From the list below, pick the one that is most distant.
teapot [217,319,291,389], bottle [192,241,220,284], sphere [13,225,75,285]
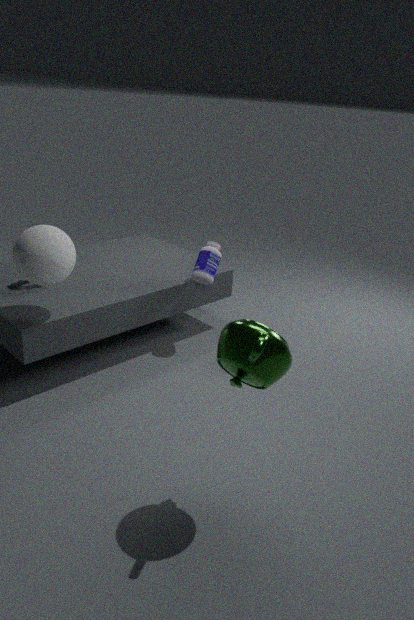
bottle [192,241,220,284]
